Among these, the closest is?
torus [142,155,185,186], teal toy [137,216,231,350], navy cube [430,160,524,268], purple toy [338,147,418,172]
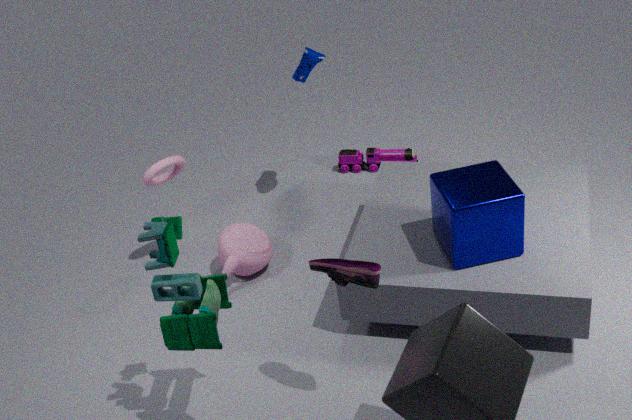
teal toy [137,216,231,350]
